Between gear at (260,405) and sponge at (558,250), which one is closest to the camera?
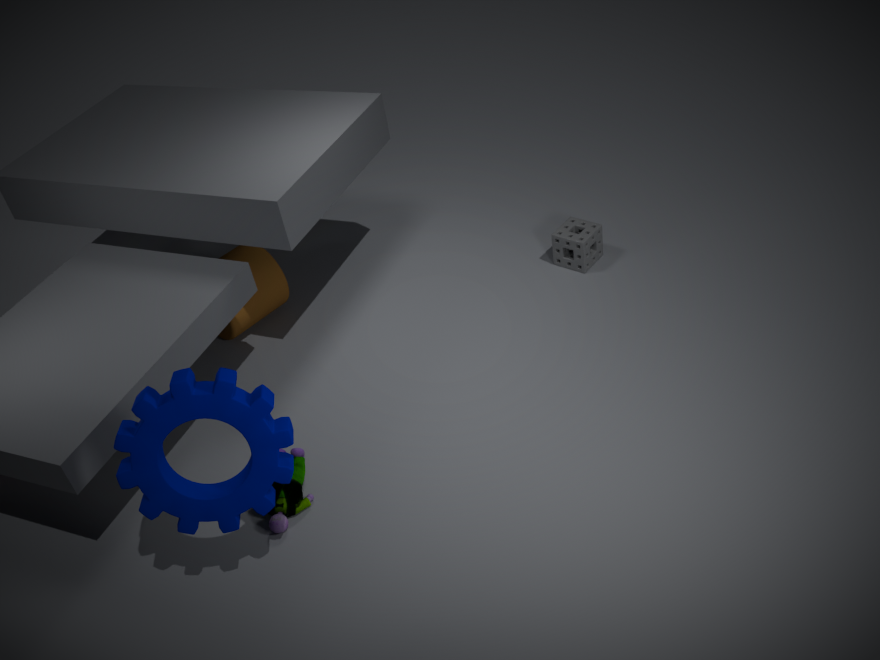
gear at (260,405)
